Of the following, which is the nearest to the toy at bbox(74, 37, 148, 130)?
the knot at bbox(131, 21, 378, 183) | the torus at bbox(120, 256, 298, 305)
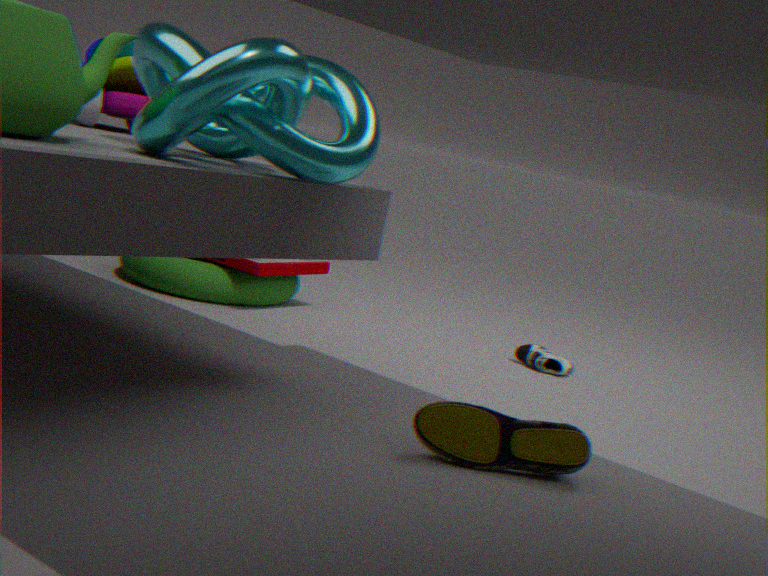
the knot at bbox(131, 21, 378, 183)
